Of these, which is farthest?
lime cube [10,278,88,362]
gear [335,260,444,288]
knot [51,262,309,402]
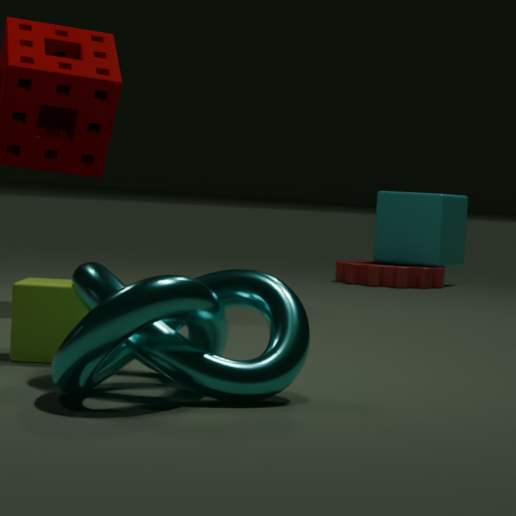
gear [335,260,444,288]
